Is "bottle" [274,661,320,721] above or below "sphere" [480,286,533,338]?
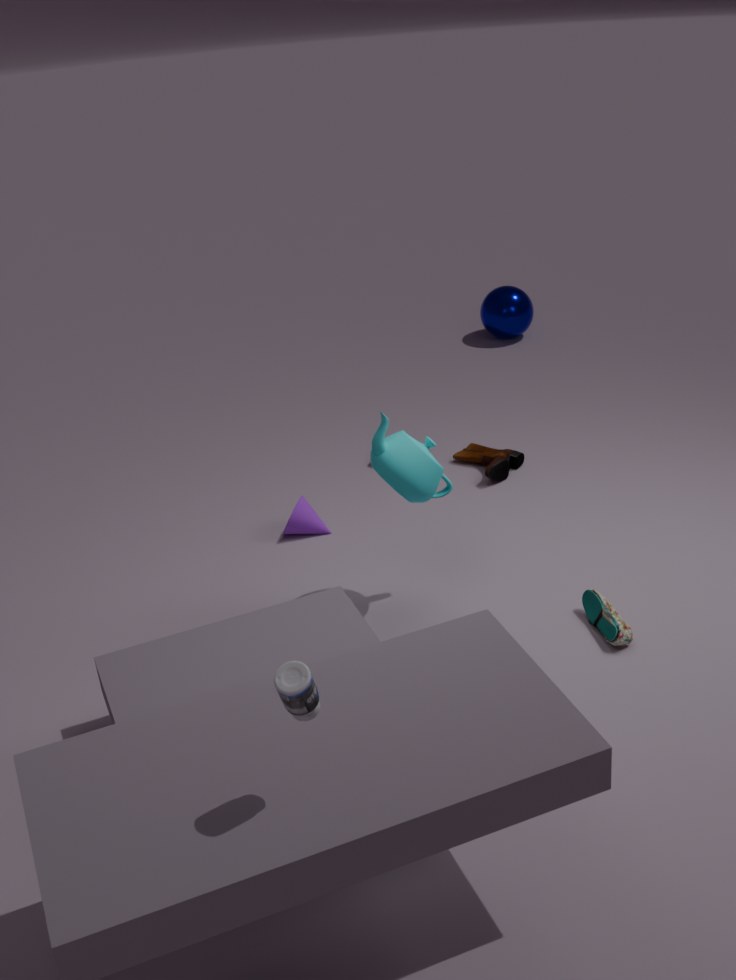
above
